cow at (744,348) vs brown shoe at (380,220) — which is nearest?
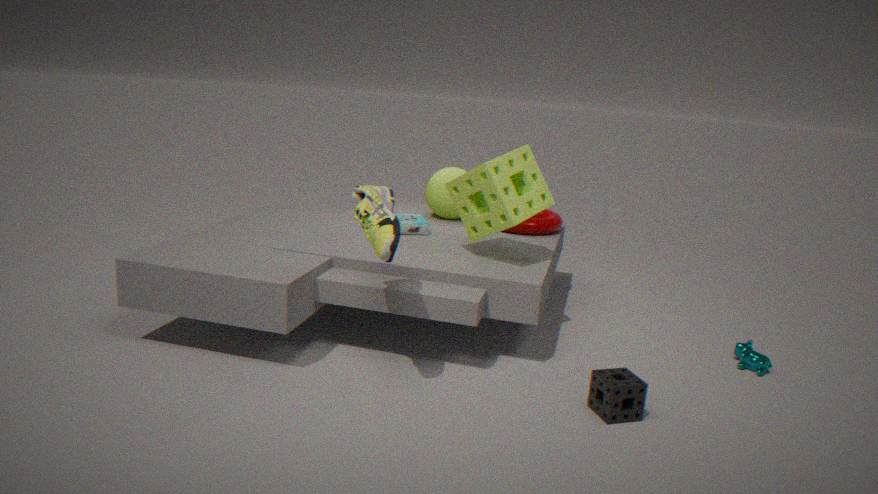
brown shoe at (380,220)
